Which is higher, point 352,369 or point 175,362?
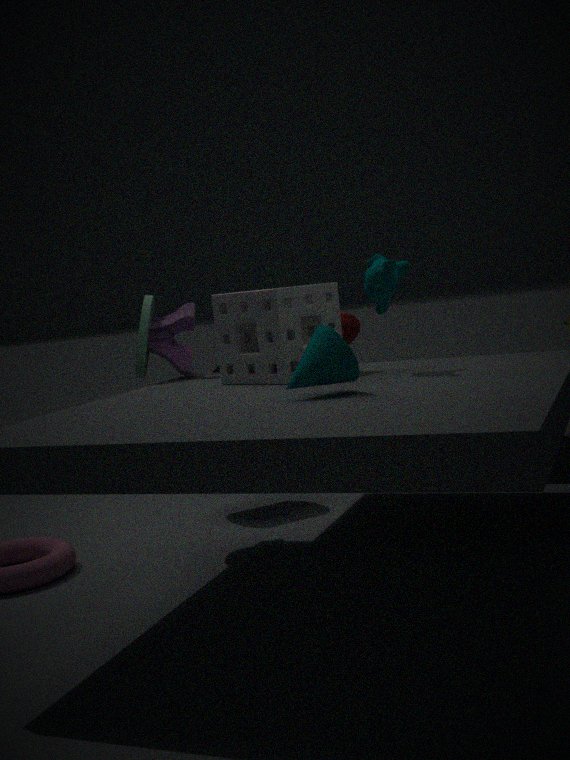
point 175,362
